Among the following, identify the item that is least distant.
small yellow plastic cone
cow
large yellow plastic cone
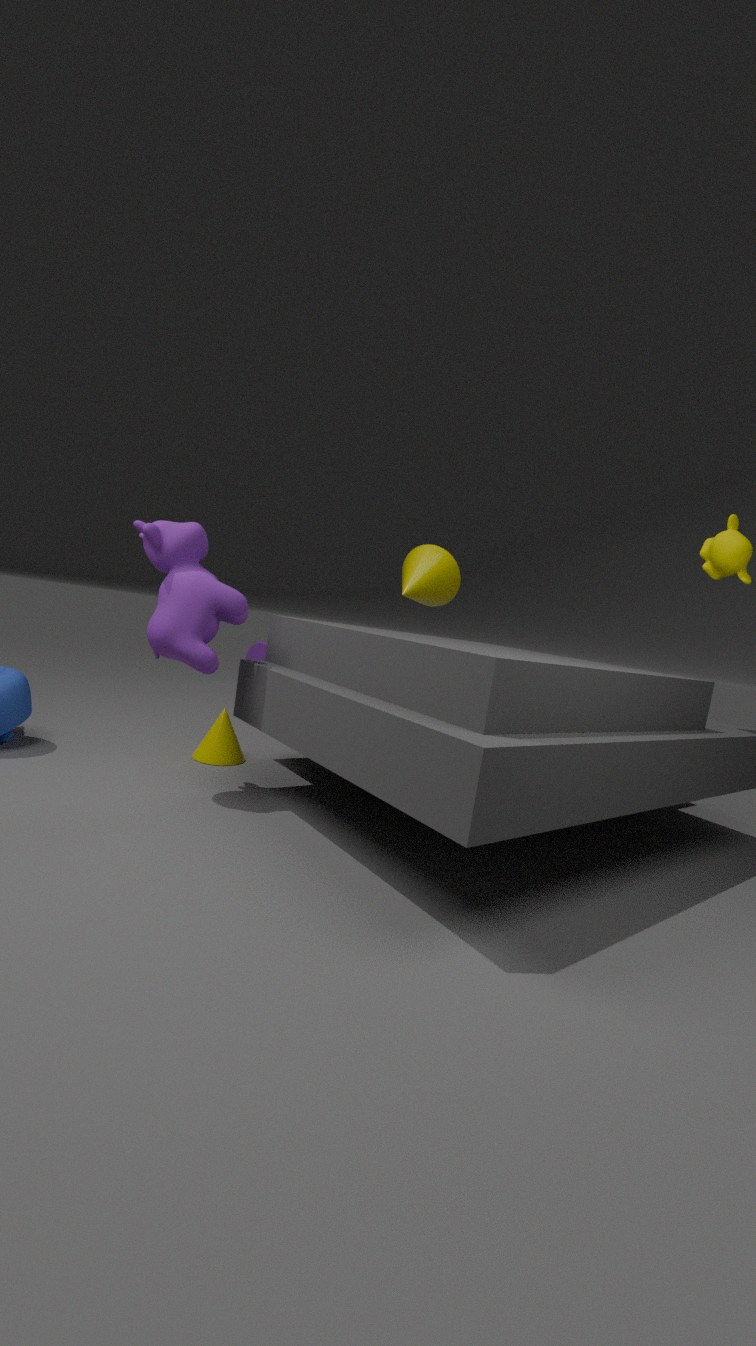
cow
